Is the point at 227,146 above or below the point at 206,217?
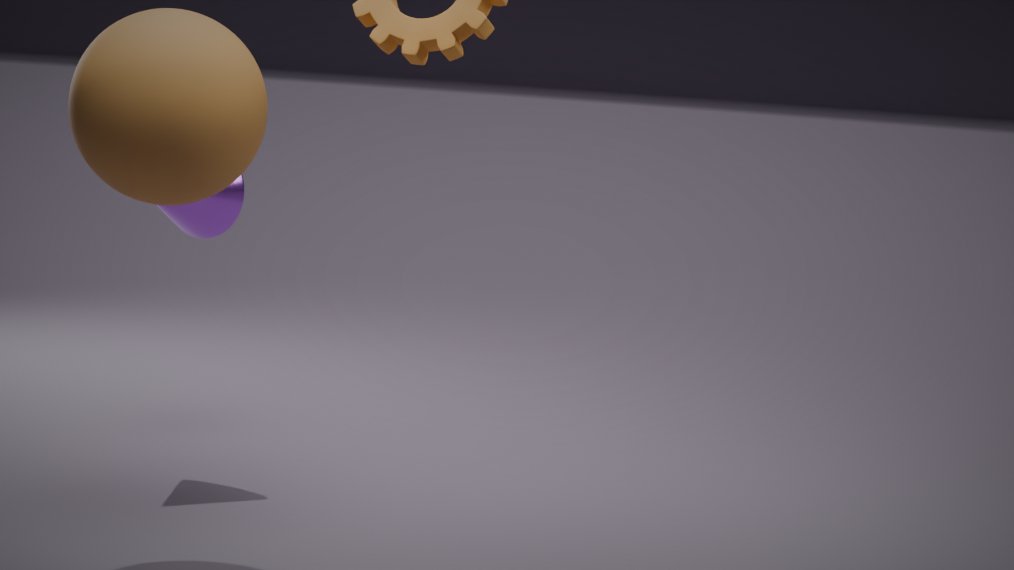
above
